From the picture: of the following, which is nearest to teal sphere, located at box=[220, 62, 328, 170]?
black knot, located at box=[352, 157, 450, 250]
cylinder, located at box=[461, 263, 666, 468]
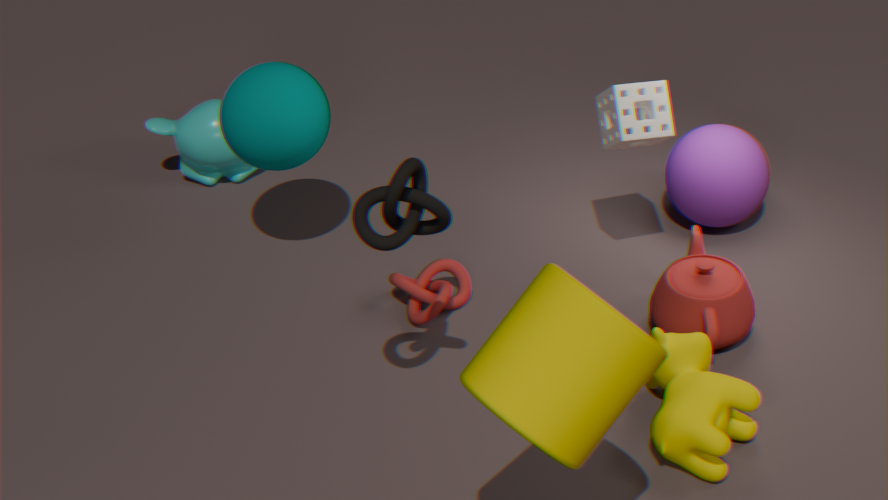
black knot, located at box=[352, 157, 450, 250]
